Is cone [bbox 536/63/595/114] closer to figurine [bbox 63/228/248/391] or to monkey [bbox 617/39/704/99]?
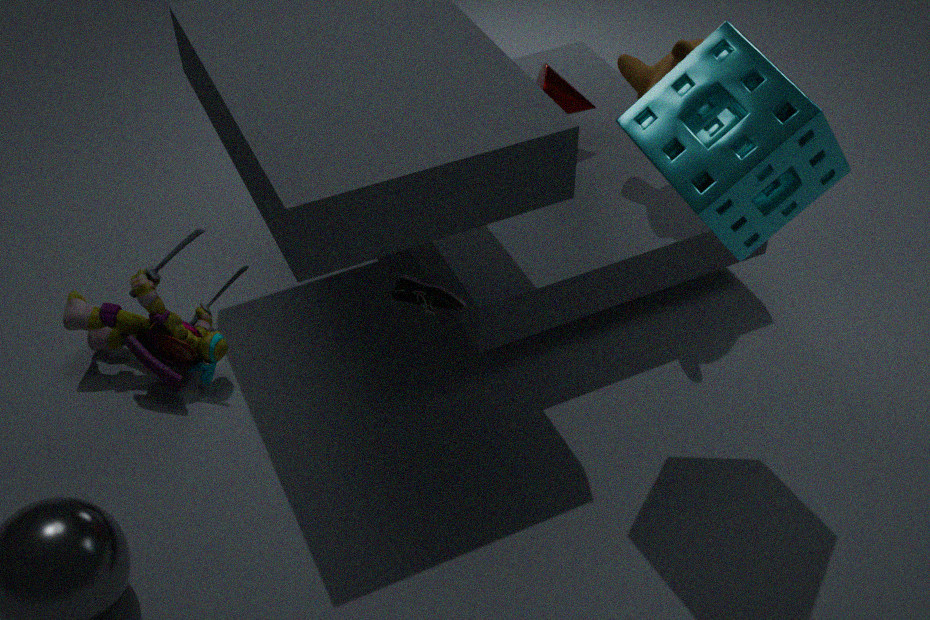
monkey [bbox 617/39/704/99]
